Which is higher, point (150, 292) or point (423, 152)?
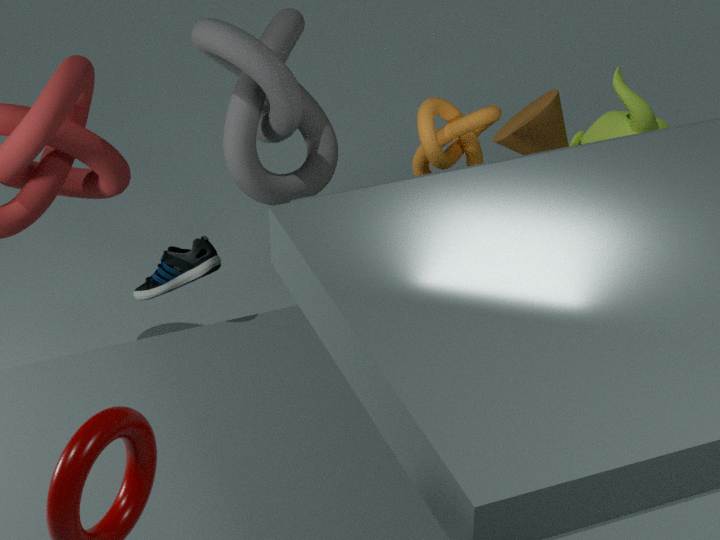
point (423, 152)
